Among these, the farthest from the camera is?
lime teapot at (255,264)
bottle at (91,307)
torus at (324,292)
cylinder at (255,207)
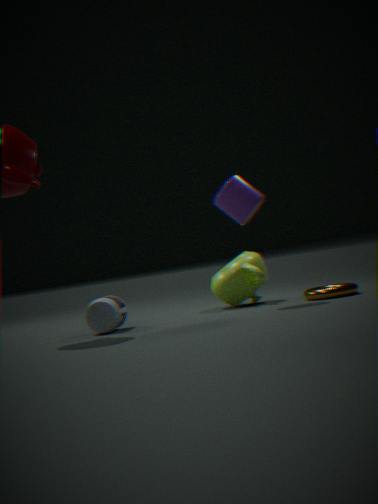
lime teapot at (255,264)
